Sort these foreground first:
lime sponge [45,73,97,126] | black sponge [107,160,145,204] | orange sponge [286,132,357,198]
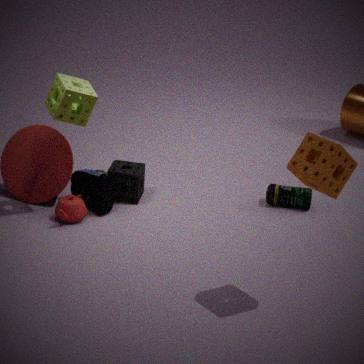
orange sponge [286,132,357,198] < lime sponge [45,73,97,126] < black sponge [107,160,145,204]
